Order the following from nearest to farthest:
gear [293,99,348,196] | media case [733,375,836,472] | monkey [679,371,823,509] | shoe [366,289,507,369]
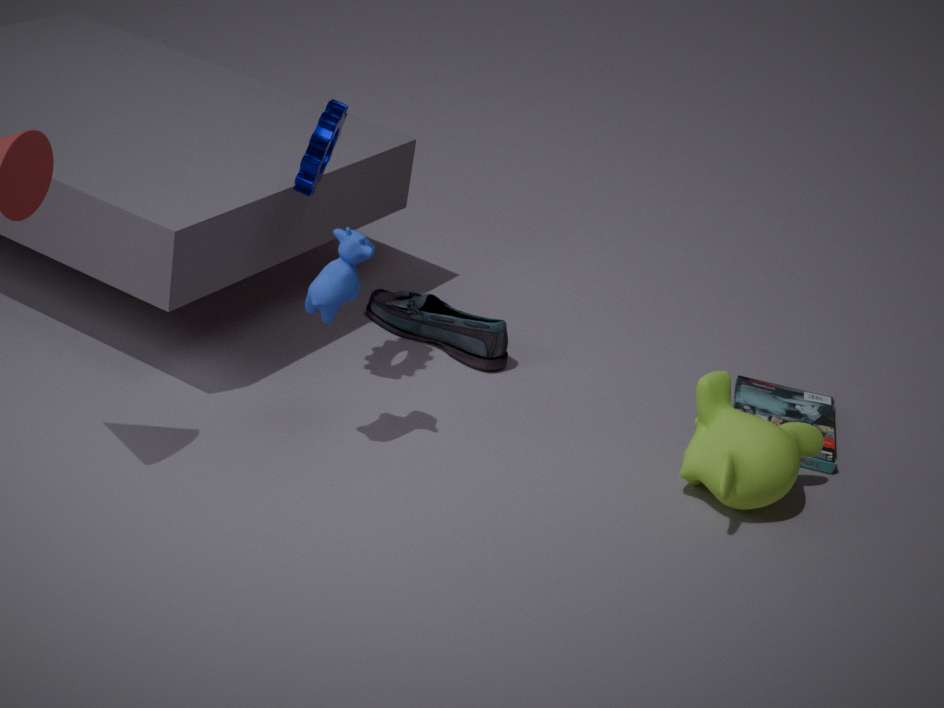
gear [293,99,348,196], monkey [679,371,823,509], media case [733,375,836,472], shoe [366,289,507,369]
